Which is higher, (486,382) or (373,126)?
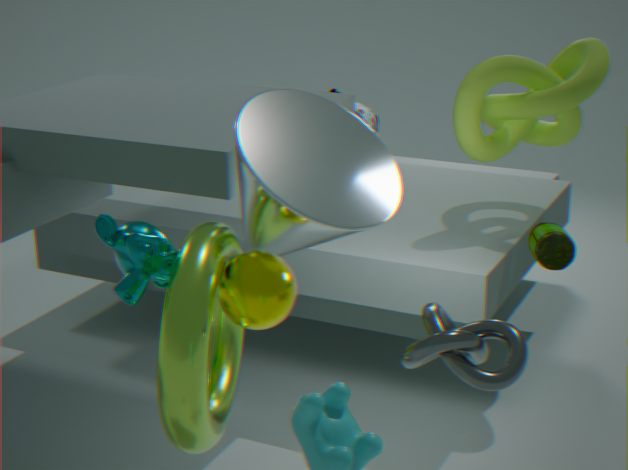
(486,382)
